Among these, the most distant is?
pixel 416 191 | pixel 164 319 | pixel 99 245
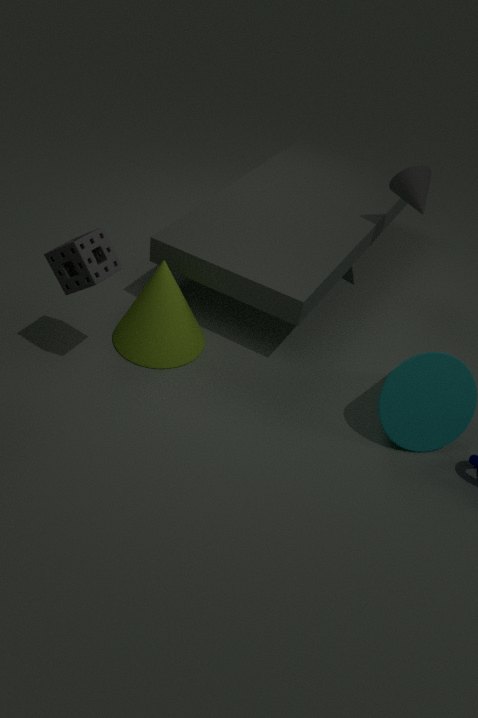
pixel 416 191
